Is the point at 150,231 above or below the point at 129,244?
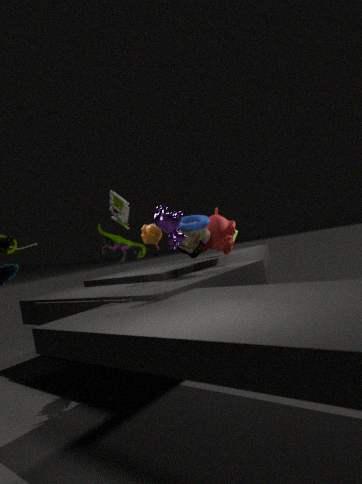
above
